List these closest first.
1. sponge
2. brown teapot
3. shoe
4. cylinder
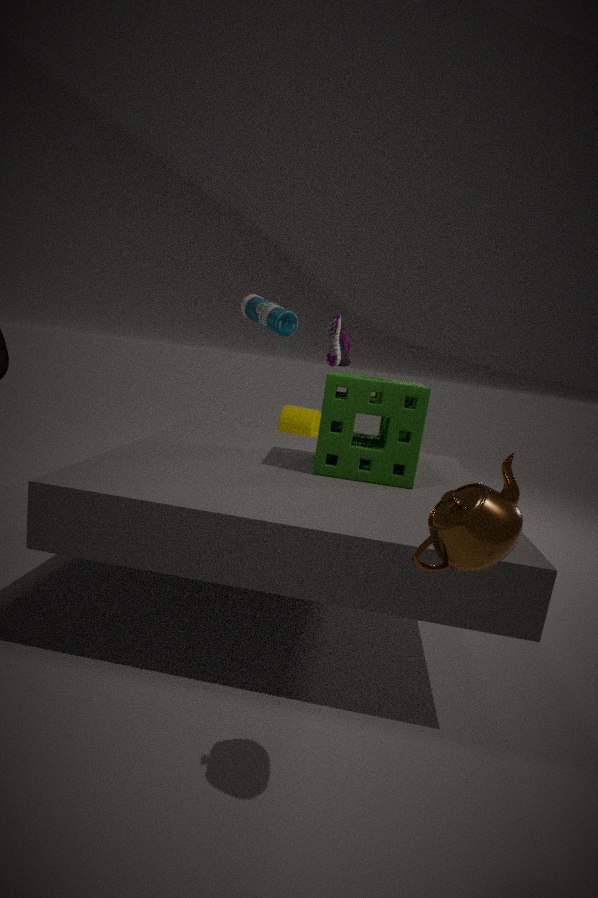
brown teapot < sponge < shoe < cylinder
